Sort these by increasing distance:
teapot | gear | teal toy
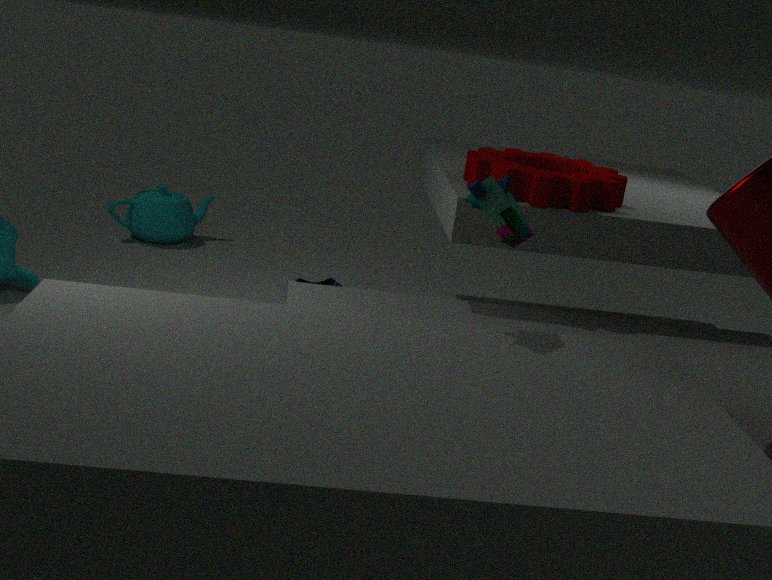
teal toy < gear < teapot
